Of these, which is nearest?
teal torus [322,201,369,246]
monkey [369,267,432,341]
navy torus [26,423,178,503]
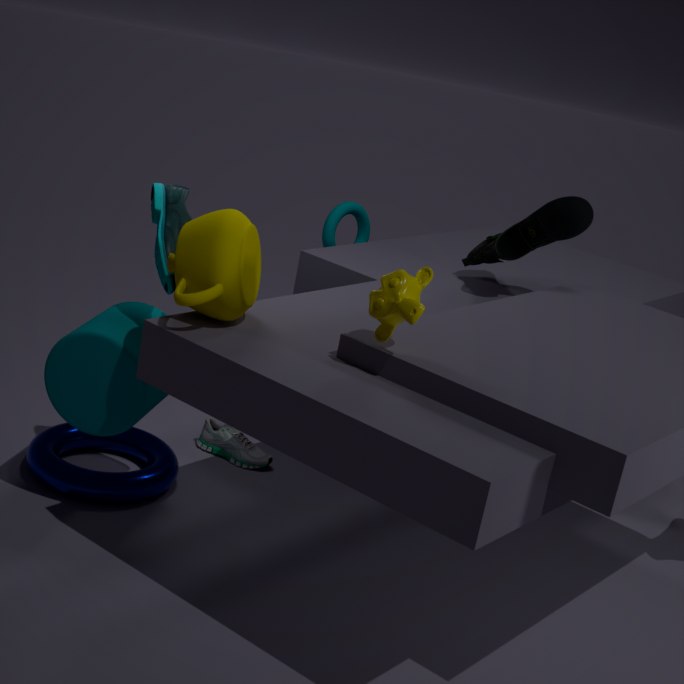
monkey [369,267,432,341]
